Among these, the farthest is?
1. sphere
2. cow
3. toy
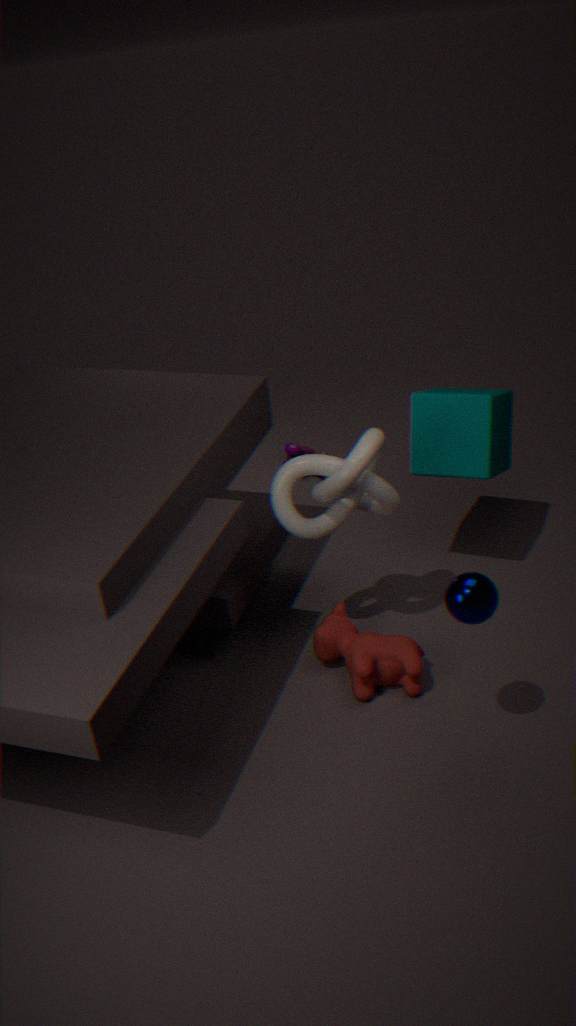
toy
